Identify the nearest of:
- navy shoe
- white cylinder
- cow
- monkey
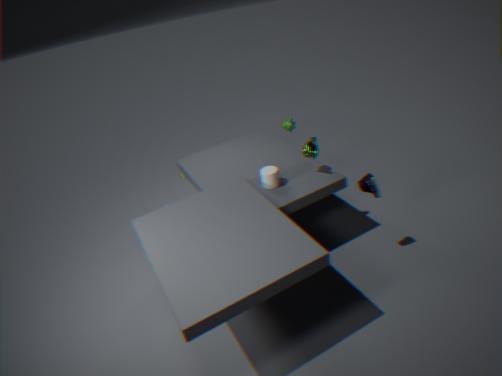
navy shoe
